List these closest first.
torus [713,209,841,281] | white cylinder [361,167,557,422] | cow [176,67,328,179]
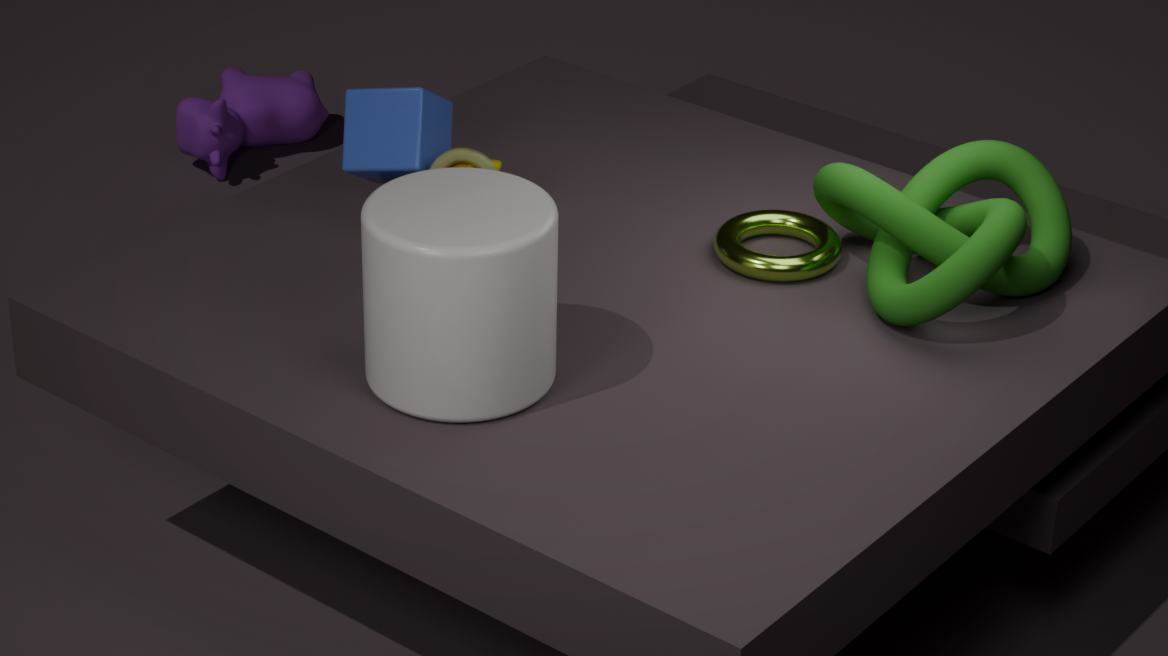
1. white cylinder [361,167,557,422]
2. torus [713,209,841,281]
3. cow [176,67,328,179]
